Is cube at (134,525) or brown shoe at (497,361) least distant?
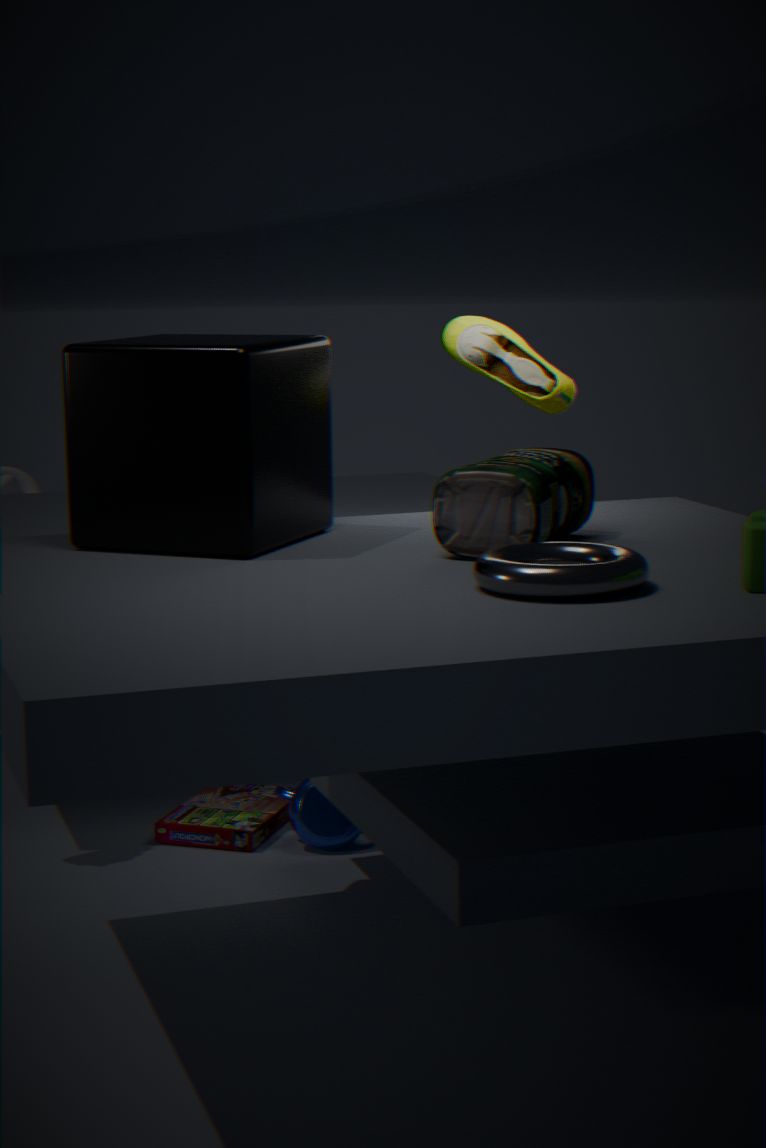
cube at (134,525)
